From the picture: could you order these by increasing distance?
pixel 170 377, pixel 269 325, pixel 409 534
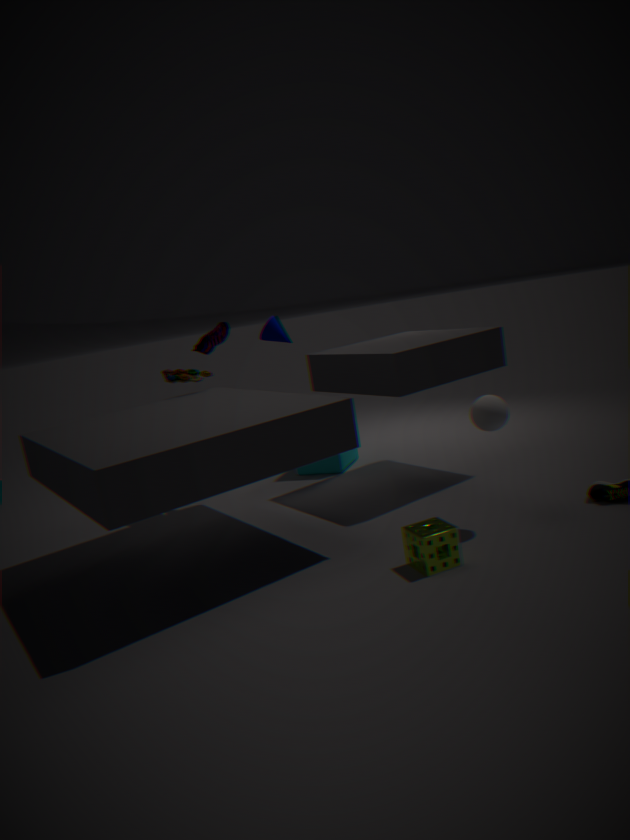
pixel 409 534 → pixel 170 377 → pixel 269 325
